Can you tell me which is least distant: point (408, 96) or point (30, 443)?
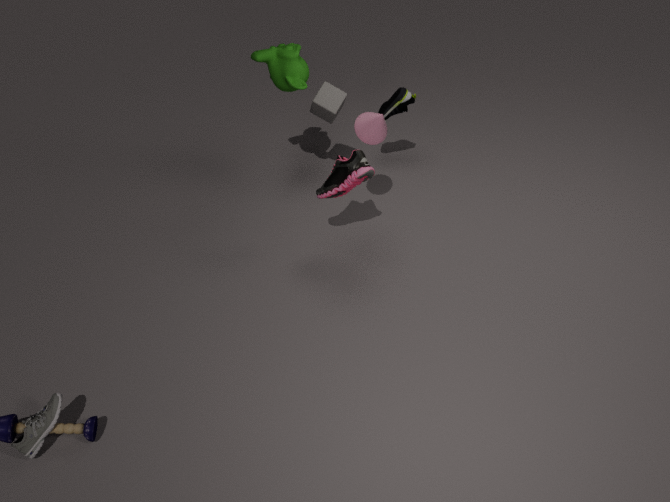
point (30, 443)
